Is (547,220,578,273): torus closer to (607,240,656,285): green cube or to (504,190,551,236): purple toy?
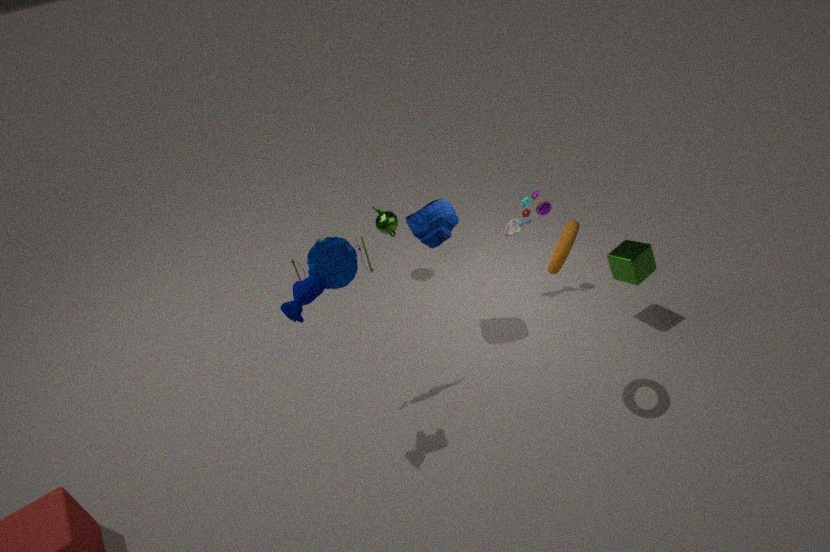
(607,240,656,285): green cube
